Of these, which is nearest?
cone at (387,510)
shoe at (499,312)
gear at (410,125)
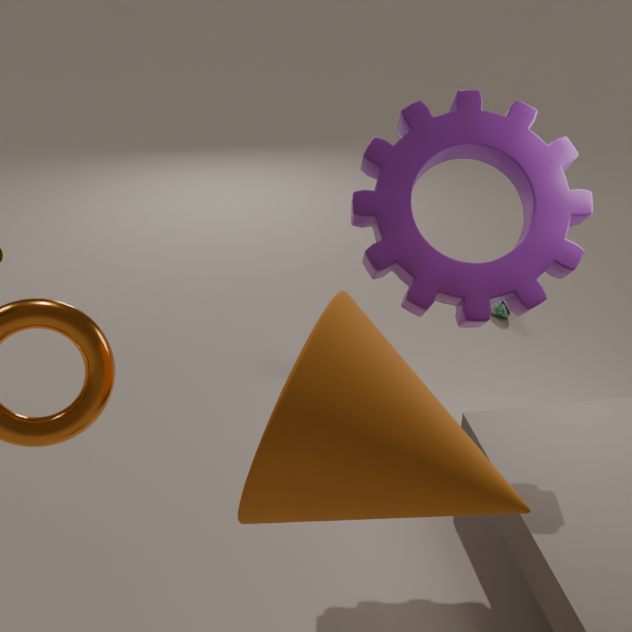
cone at (387,510)
